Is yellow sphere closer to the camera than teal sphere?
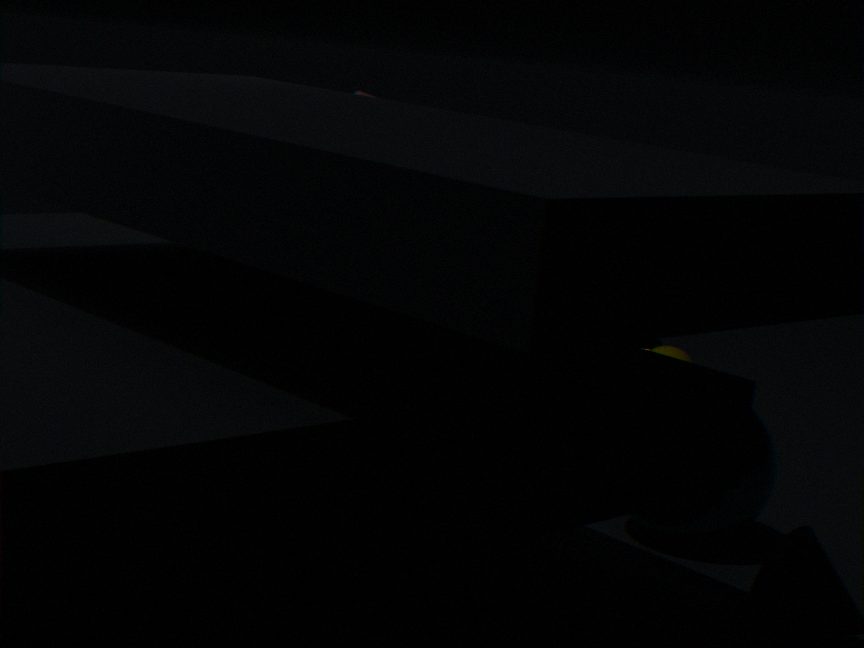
No
